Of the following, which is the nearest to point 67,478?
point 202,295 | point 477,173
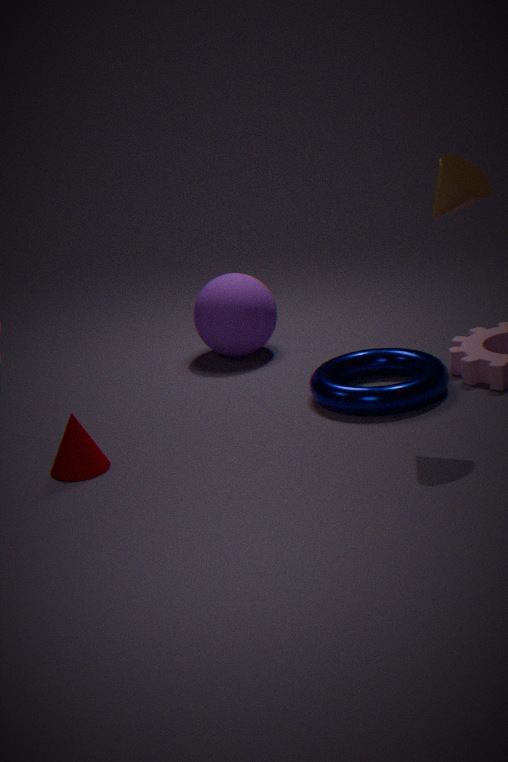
point 202,295
